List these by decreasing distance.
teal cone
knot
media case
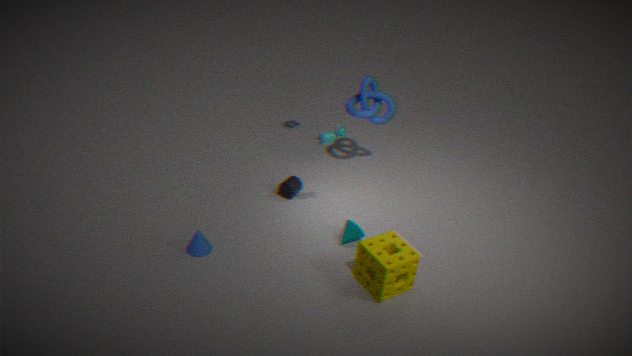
media case → knot → teal cone
